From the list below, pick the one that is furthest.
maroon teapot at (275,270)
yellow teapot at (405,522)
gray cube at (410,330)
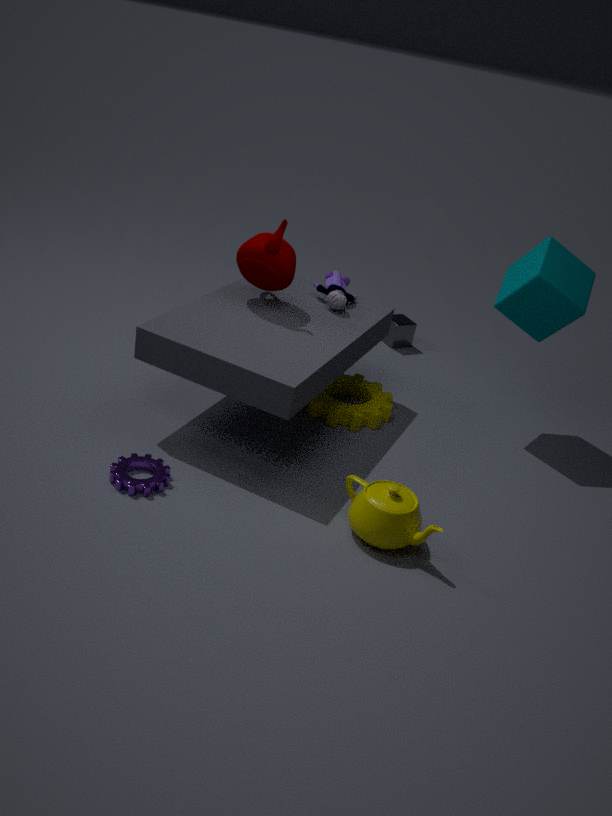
gray cube at (410,330)
